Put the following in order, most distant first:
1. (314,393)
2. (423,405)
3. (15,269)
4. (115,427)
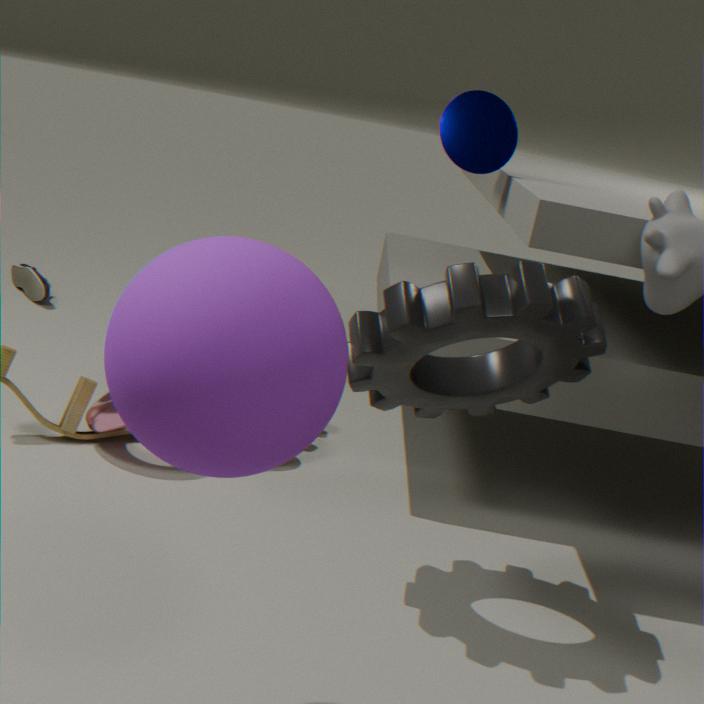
(15,269), (115,427), (423,405), (314,393)
